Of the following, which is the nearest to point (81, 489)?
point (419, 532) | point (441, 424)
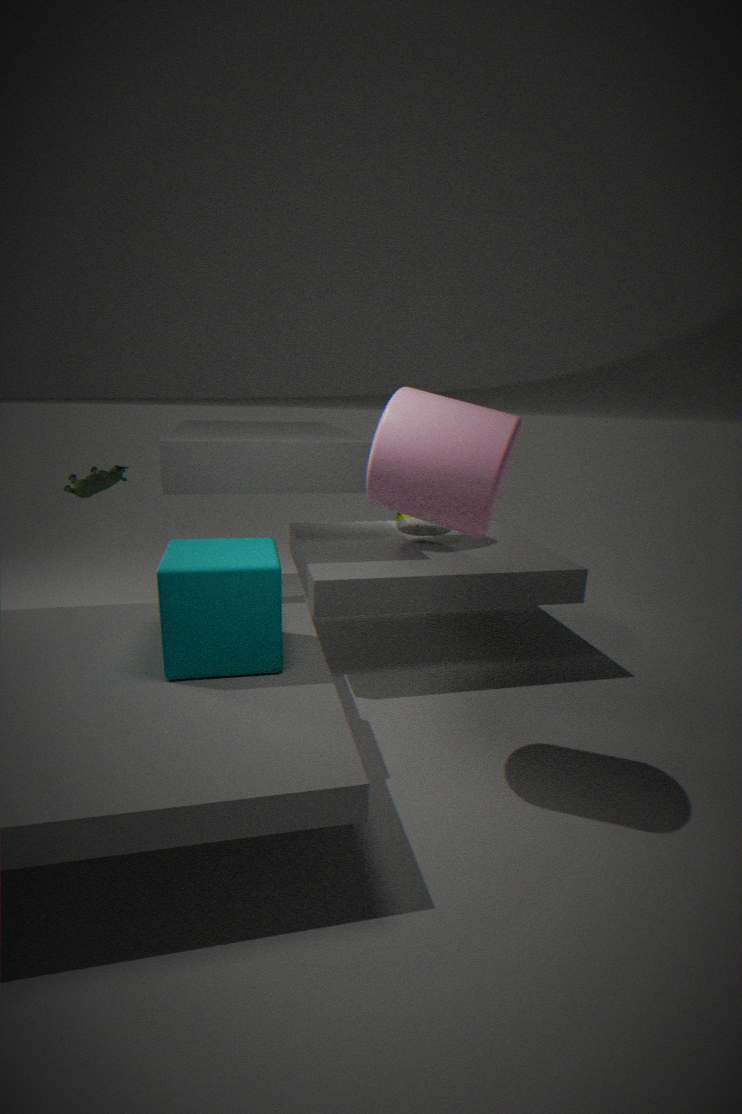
point (419, 532)
